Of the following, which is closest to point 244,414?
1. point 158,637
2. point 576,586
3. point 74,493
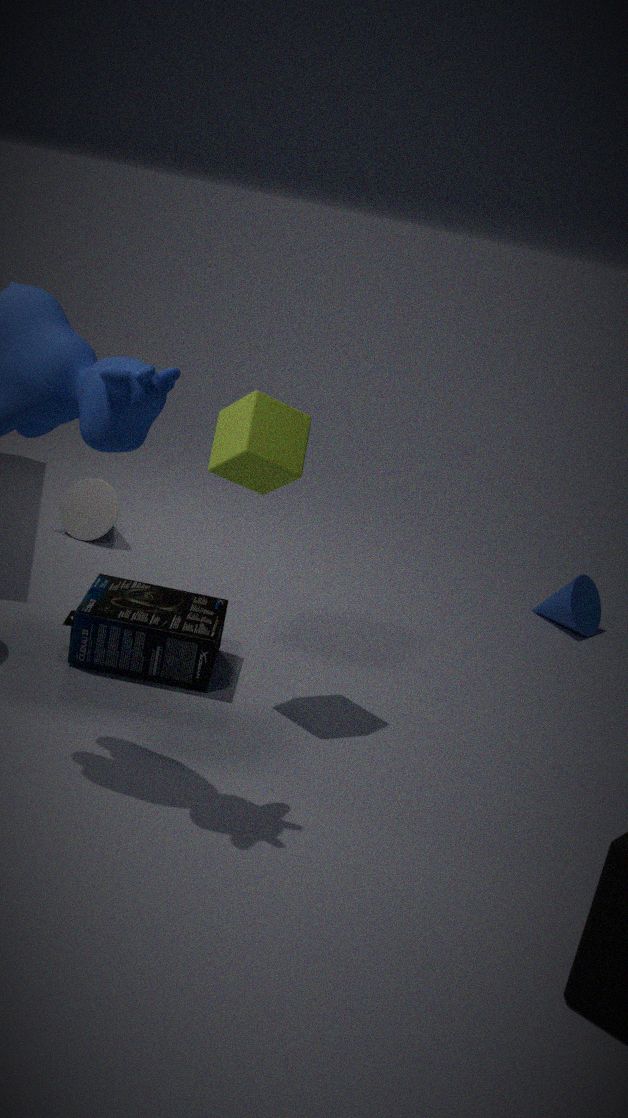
point 158,637
